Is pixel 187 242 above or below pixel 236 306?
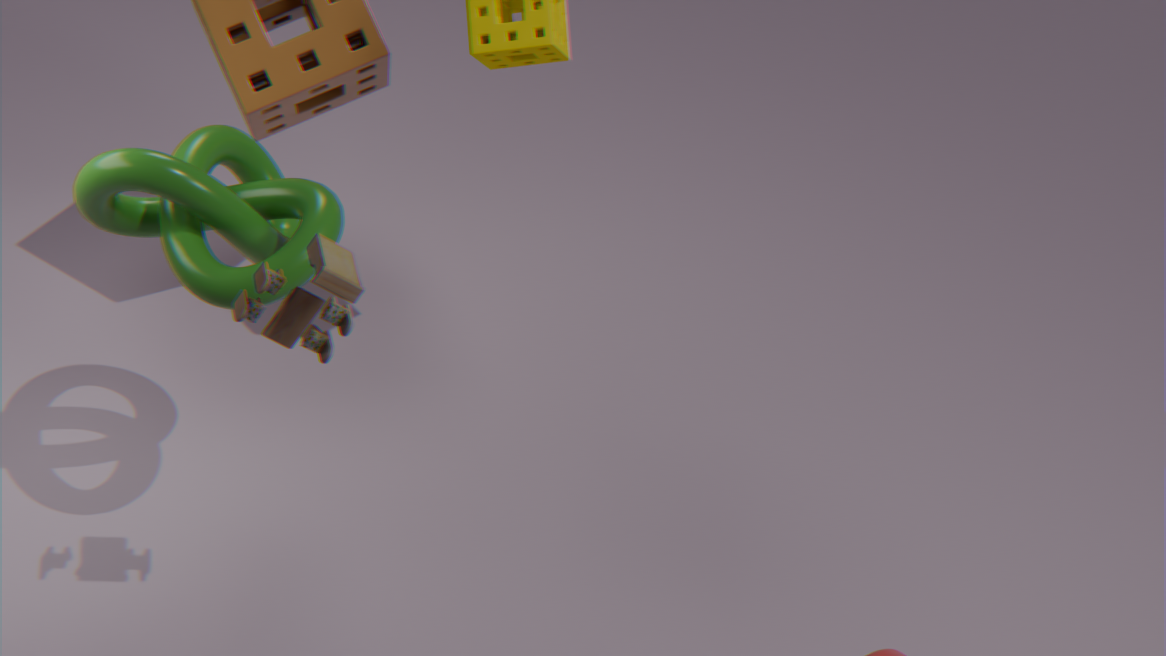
below
